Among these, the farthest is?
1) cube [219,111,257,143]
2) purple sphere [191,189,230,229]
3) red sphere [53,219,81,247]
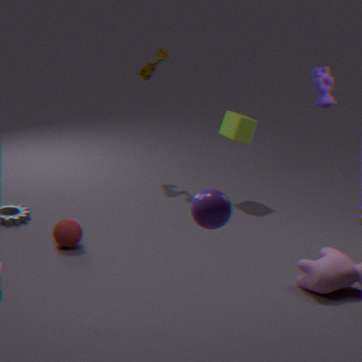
1. cube [219,111,257,143]
